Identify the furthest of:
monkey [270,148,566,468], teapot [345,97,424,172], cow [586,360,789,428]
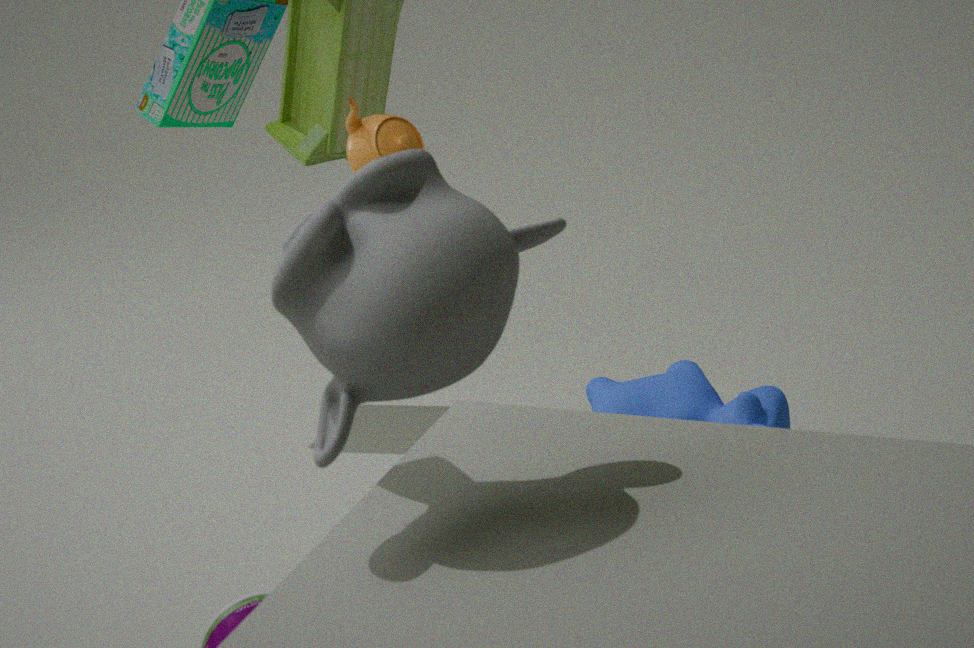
cow [586,360,789,428]
